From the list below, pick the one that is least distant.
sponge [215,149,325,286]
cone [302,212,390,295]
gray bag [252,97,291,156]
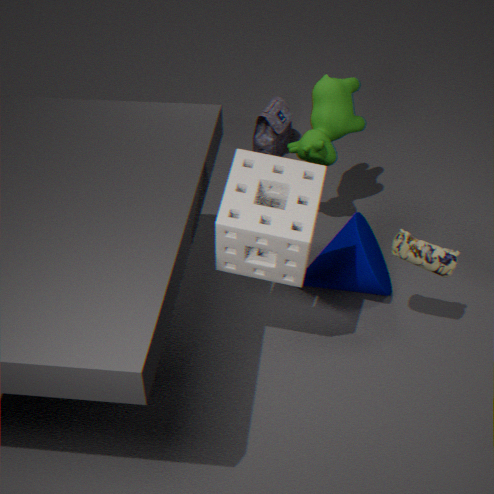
sponge [215,149,325,286]
